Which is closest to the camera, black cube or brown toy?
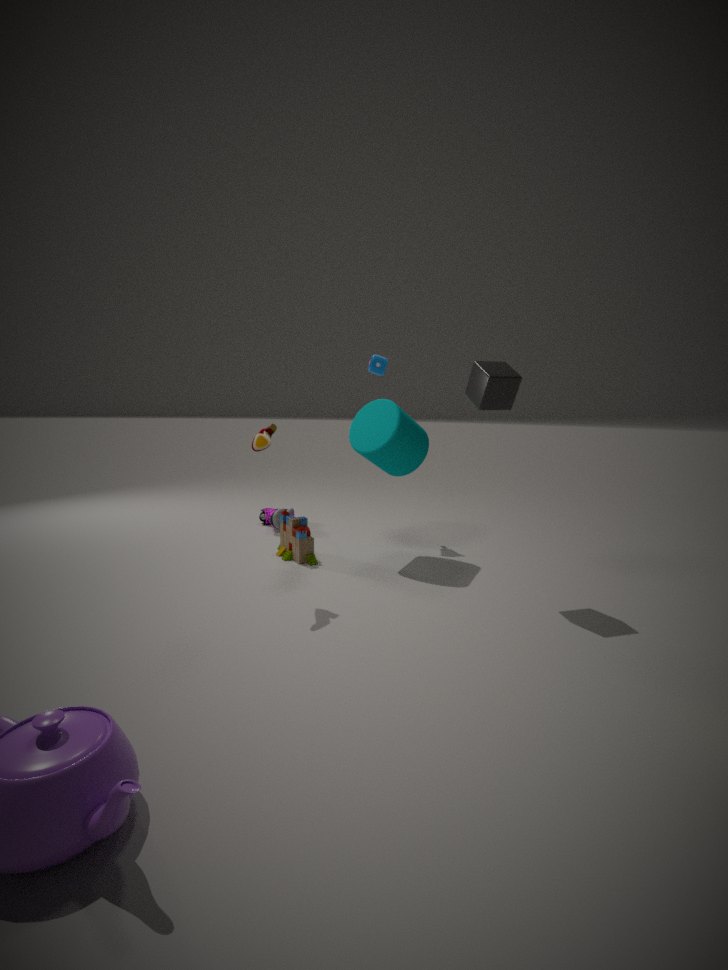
black cube
